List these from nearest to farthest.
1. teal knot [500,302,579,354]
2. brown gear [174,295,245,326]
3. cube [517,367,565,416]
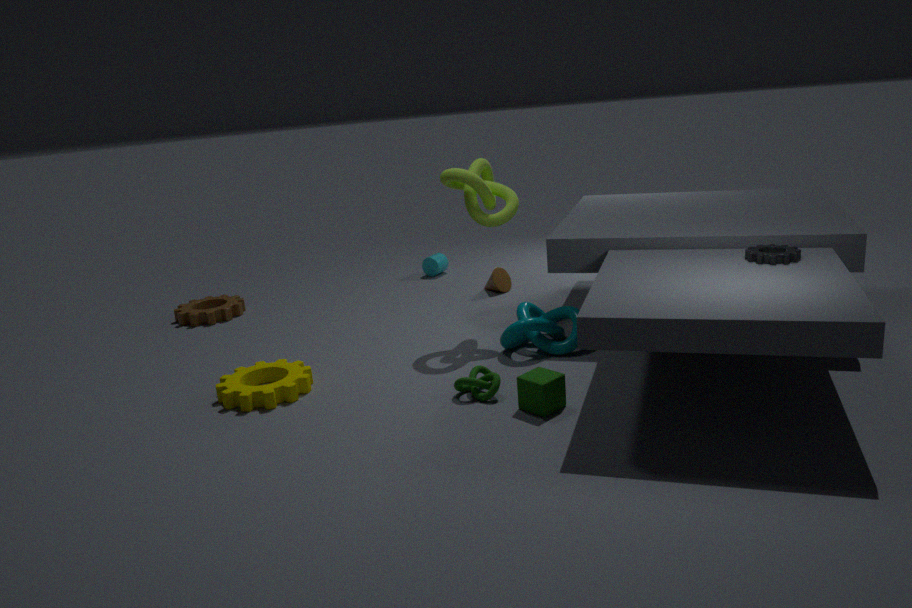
cube [517,367,565,416] → teal knot [500,302,579,354] → brown gear [174,295,245,326]
